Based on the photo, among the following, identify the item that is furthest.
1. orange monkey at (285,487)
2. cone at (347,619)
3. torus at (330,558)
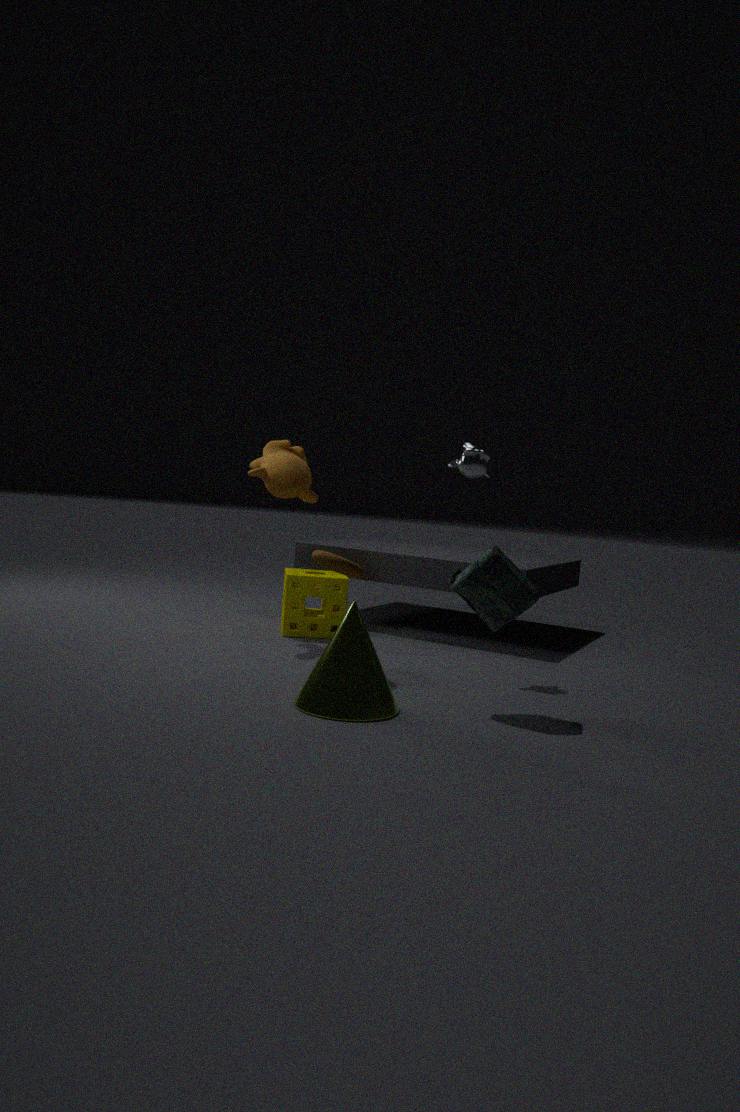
orange monkey at (285,487)
